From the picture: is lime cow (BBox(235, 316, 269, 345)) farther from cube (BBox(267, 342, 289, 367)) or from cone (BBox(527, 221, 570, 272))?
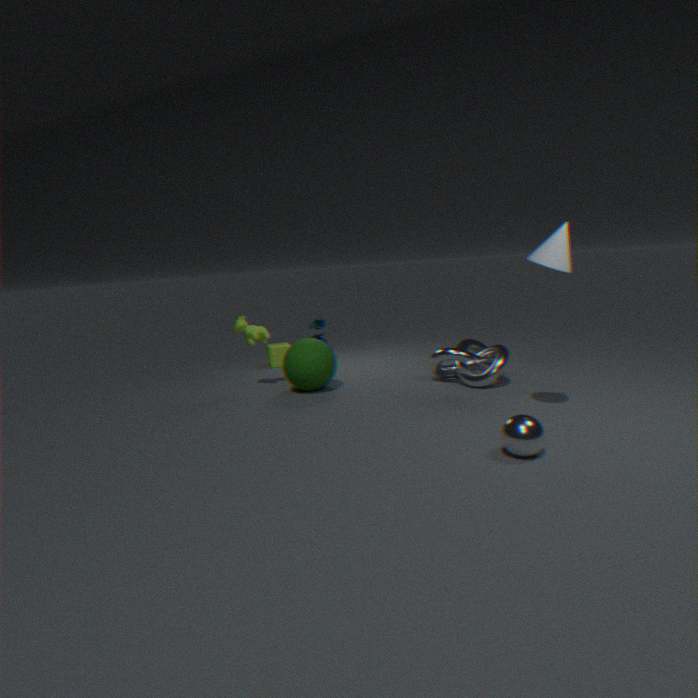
cone (BBox(527, 221, 570, 272))
